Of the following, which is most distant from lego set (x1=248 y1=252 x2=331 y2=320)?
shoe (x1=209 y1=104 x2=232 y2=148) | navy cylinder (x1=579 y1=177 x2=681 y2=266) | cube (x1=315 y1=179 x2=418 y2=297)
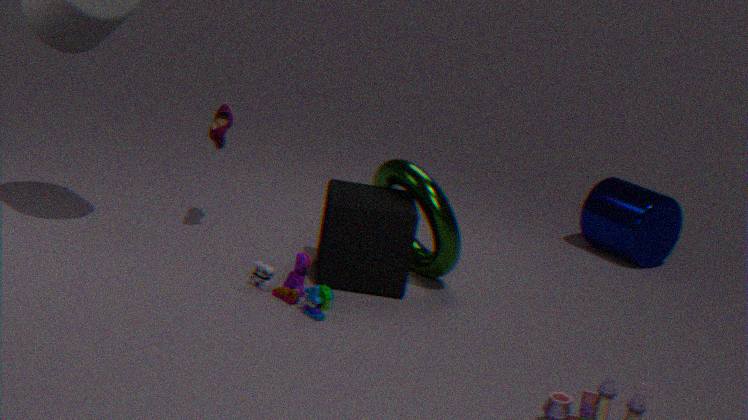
navy cylinder (x1=579 y1=177 x2=681 y2=266)
